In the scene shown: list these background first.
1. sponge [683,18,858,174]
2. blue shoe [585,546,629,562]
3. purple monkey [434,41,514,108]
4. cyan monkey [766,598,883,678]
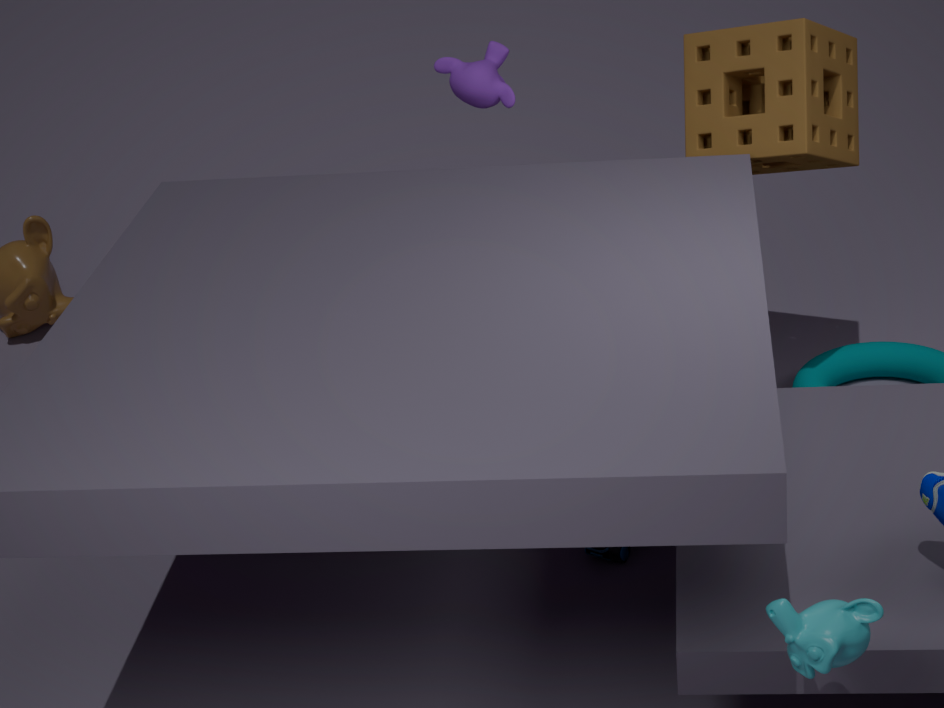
purple monkey [434,41,514,108]
sponge [683,18,858,174]
blue shoe [585,546,629,562]
cyan monkey [766,598,883,678]
